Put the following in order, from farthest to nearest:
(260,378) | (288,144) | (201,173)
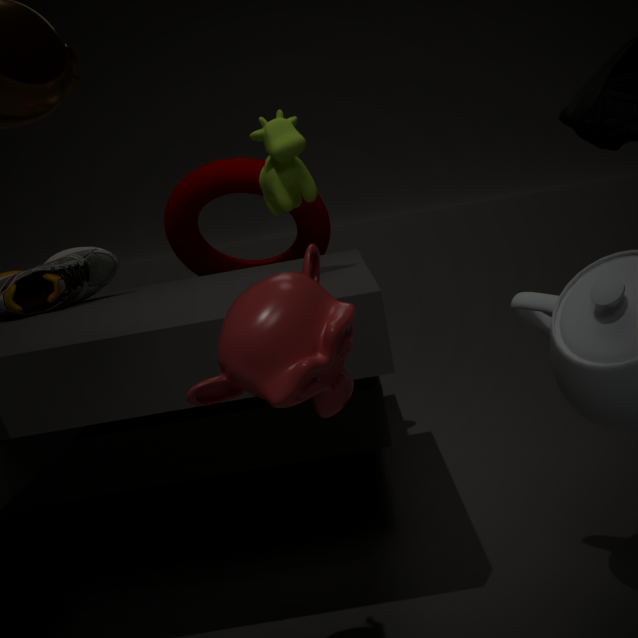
(201,173)
(288,144)
(260,378)
